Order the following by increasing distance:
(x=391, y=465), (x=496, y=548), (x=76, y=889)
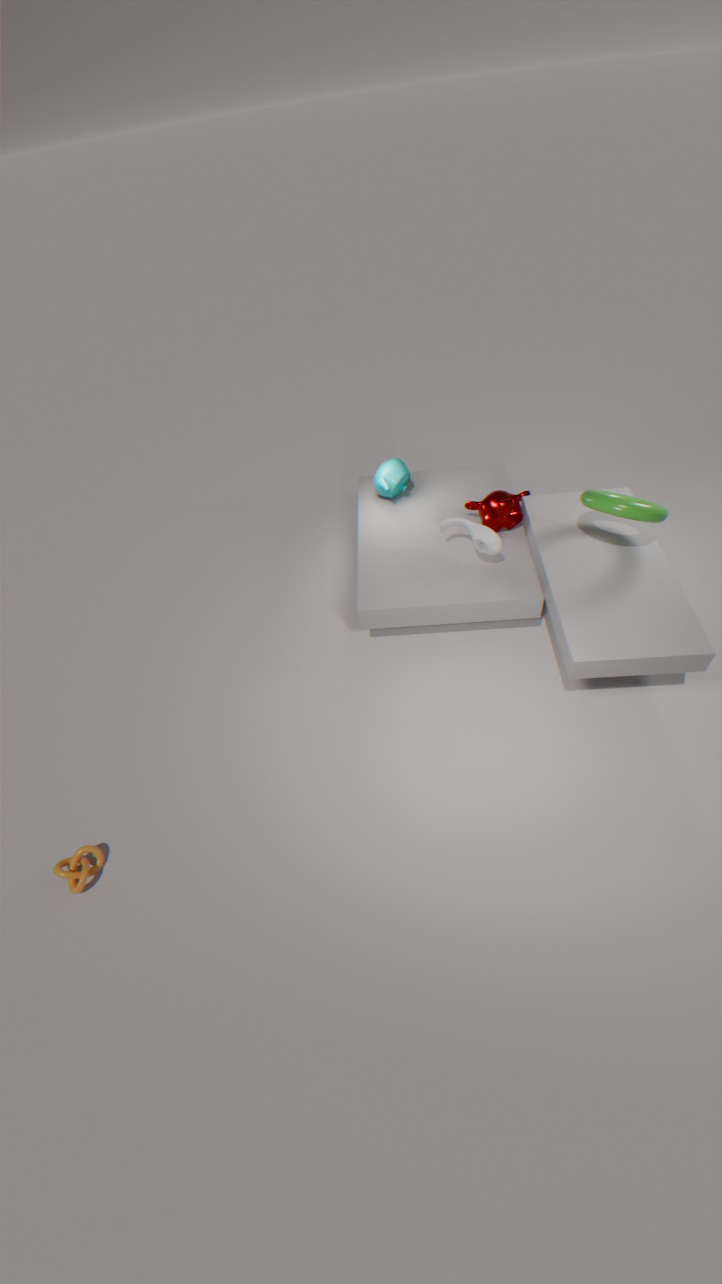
(x=76, y=889)
(x=496, y=548)
(x=391, y=465)
